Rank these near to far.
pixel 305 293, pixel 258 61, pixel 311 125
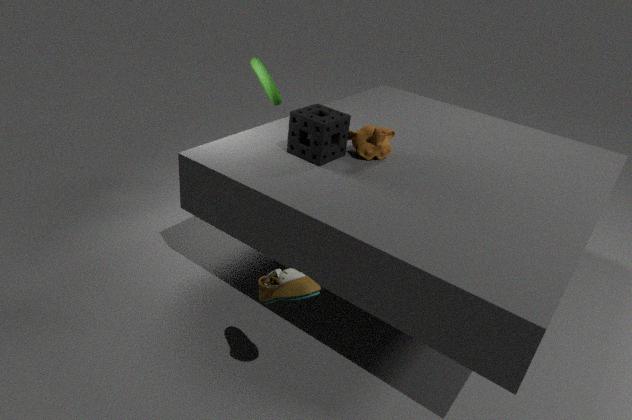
pixel 305 293 → pixel 311 125 → pixel 258 61
